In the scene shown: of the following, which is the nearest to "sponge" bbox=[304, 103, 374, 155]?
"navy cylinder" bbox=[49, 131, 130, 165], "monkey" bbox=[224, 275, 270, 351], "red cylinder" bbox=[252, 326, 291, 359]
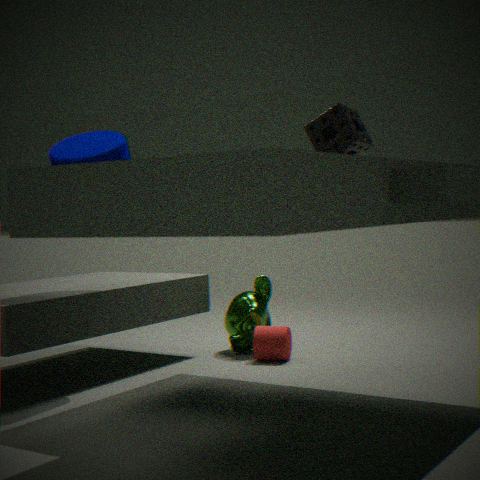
"navy cylinder" bbox=[49, 131, 130, 165]
